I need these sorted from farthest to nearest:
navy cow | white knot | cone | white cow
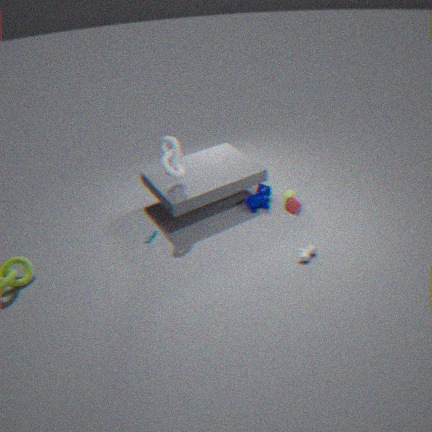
navy cow → cone → white knot → white cow
